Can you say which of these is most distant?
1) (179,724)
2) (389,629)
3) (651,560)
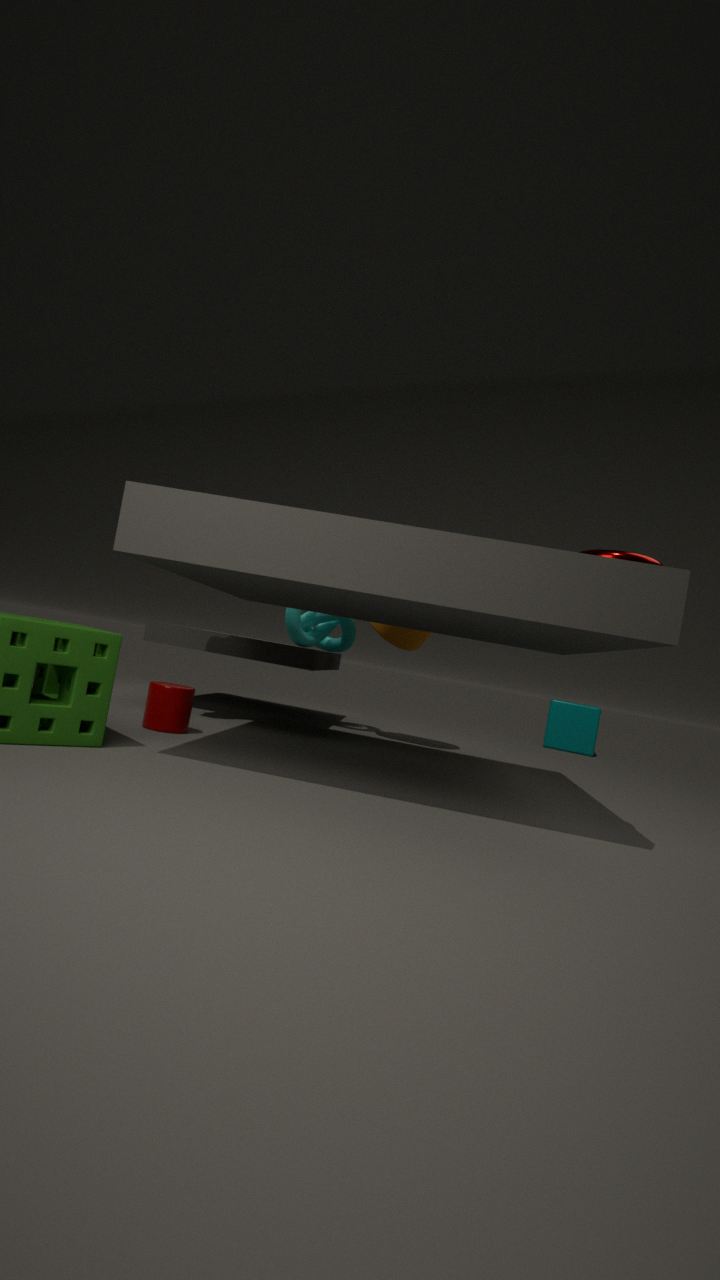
2. (389,629)
